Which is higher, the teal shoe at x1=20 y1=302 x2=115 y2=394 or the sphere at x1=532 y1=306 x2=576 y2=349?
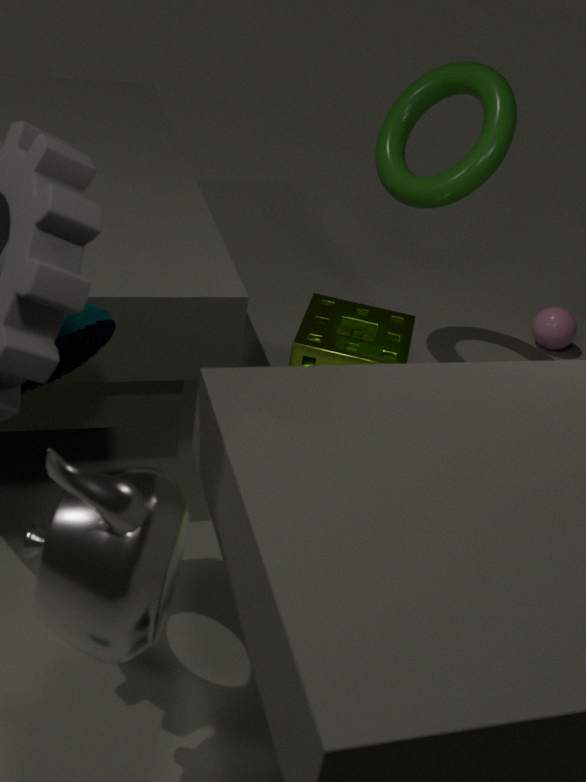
the teal shoe at x1=20 y1=302 x2=115 y2=394
